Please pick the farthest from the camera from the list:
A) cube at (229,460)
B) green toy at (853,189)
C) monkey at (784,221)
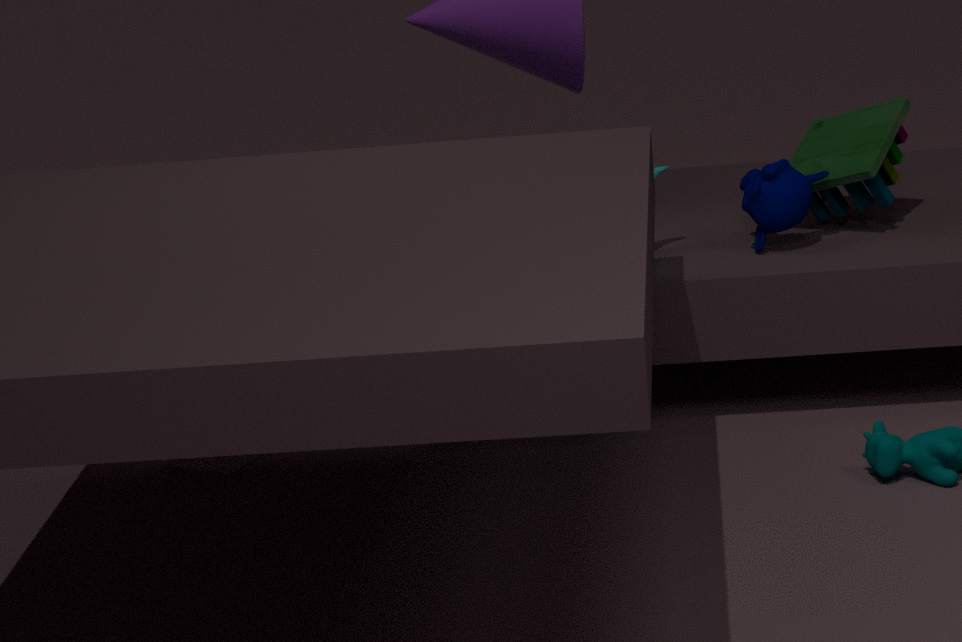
green toy at (853,189)
